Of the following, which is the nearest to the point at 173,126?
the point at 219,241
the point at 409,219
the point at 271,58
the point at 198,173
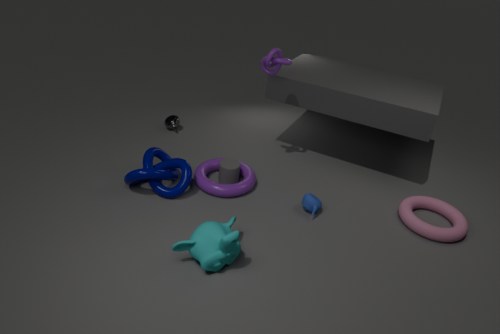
the point at 198,173
